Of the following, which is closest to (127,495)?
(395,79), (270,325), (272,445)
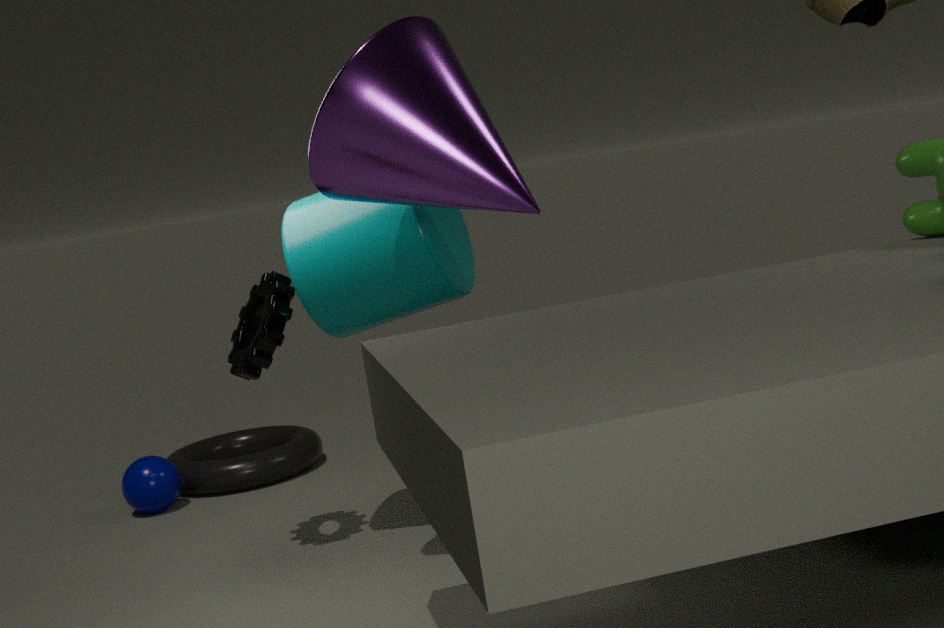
(272,445)
